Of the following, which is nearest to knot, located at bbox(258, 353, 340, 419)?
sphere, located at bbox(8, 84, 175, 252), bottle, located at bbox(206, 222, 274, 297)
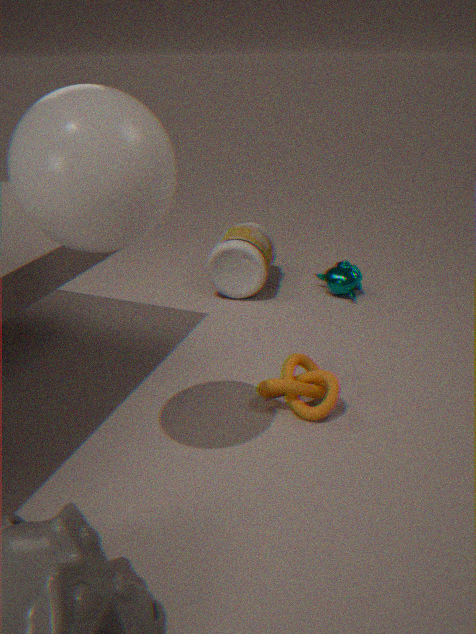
bottle, located at bbox(206, 222, 274, 297)
